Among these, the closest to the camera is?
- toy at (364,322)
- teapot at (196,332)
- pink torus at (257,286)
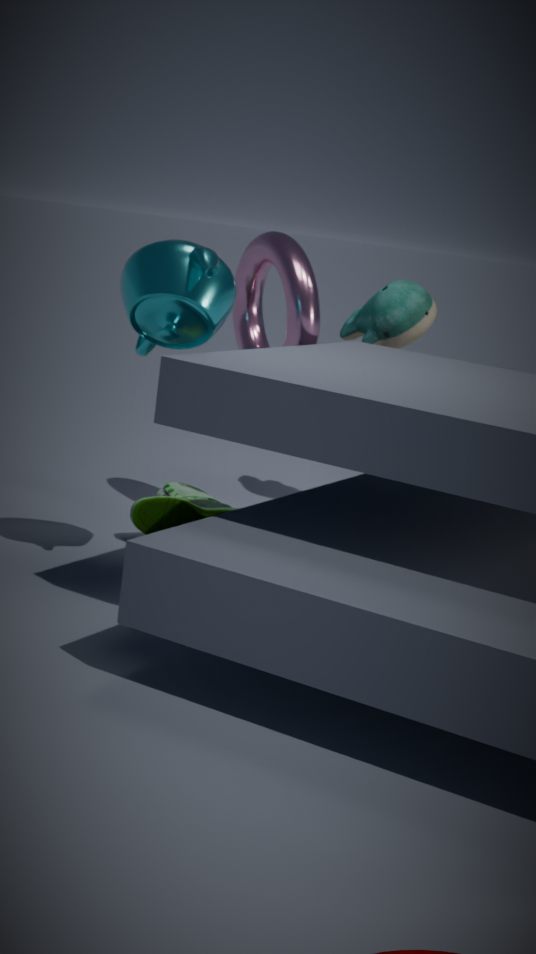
teapot at (196,332)
